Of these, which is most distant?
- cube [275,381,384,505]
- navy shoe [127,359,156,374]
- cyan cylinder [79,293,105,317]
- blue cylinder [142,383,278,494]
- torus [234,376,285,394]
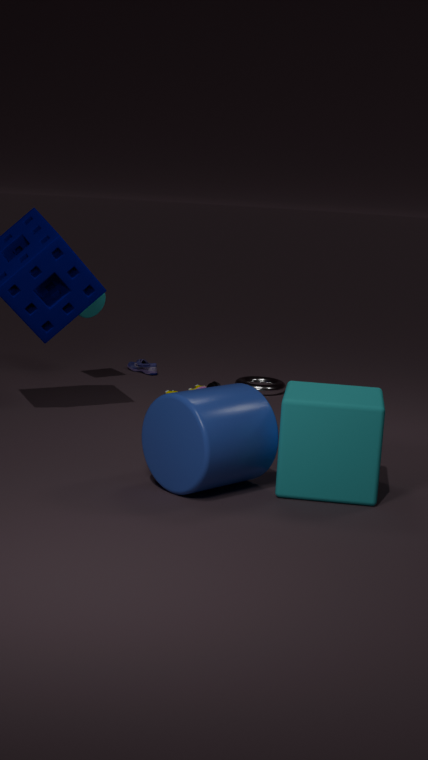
navy shoe [127,359,156,374]
